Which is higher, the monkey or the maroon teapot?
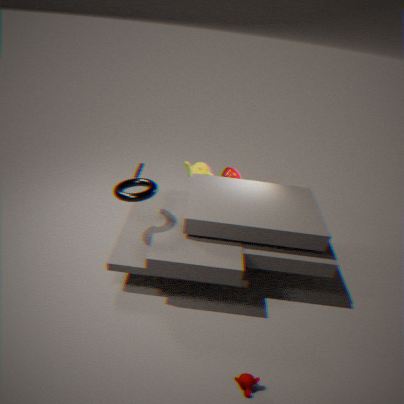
the maroon teapot
